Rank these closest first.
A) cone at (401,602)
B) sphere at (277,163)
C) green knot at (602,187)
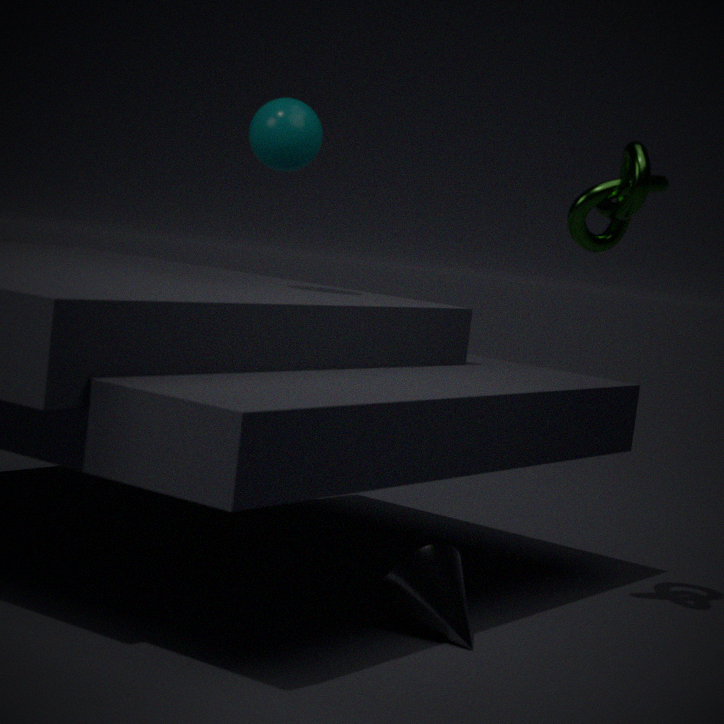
cone at (401,602) → green knot at (602,187) → sphere at (277,163)
